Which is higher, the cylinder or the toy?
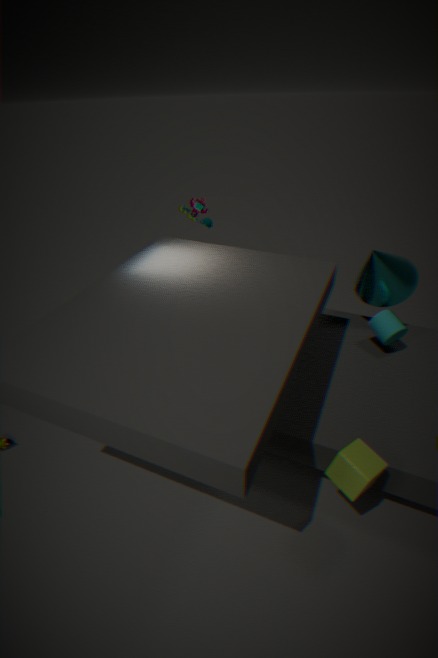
the toy
